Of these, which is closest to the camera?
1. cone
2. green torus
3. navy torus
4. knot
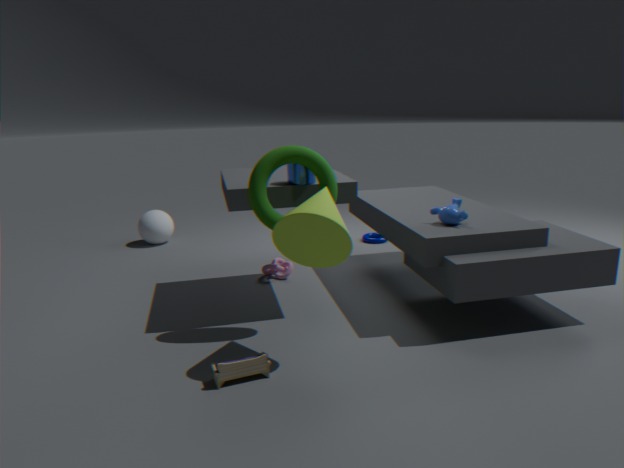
cone
